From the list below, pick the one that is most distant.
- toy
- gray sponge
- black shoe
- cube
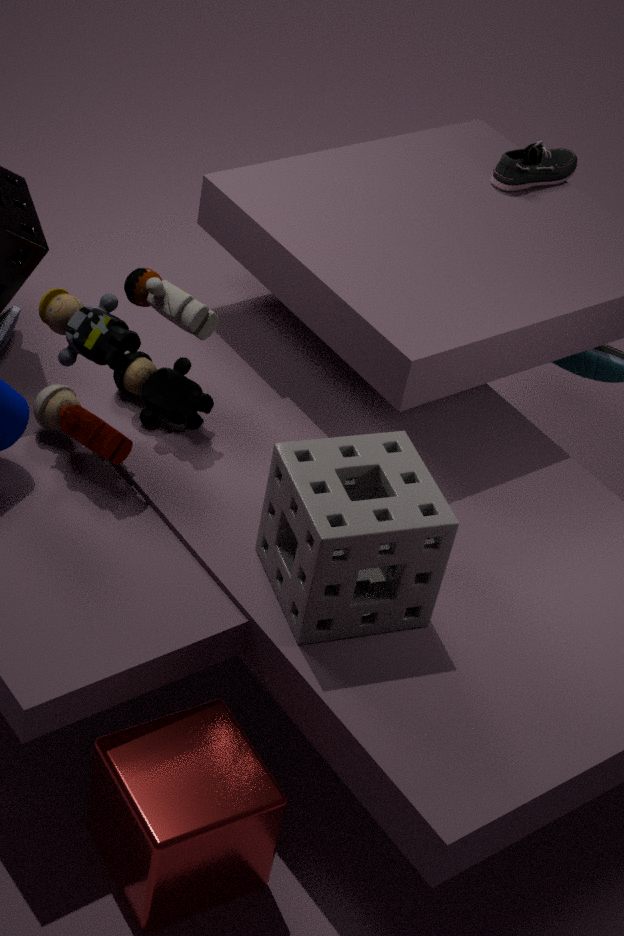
black shoe
